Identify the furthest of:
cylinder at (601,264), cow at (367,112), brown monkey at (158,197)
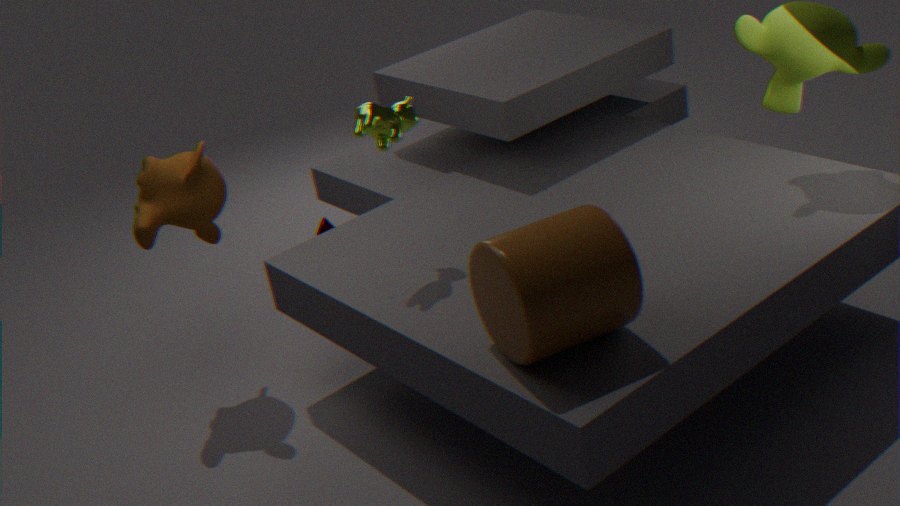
brown monkey at (158,197)
